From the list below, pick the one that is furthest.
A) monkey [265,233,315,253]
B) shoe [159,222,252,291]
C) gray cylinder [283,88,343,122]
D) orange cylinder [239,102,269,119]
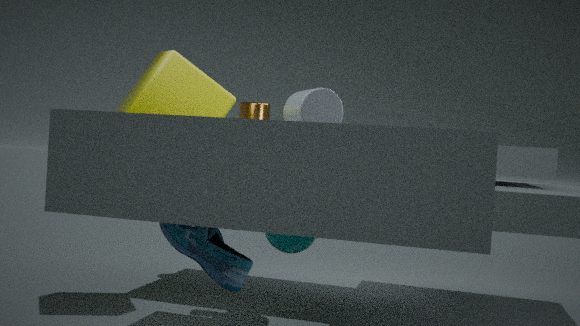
orange cylinder [239,102,269,119]
